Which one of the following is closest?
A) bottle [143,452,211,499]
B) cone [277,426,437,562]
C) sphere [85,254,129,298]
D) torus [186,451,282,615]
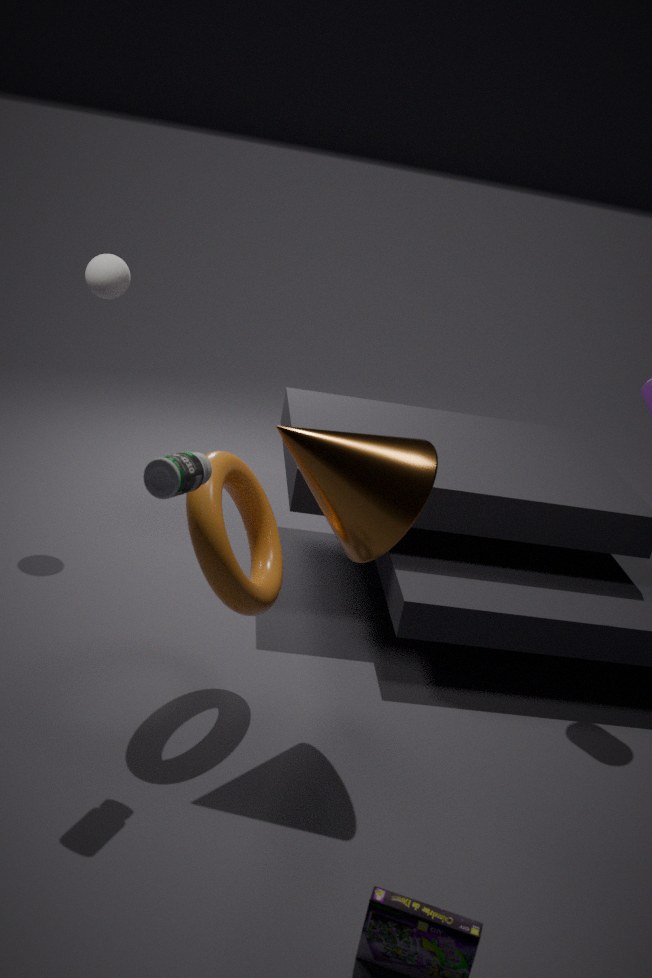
bottle [143,452,211,499]
